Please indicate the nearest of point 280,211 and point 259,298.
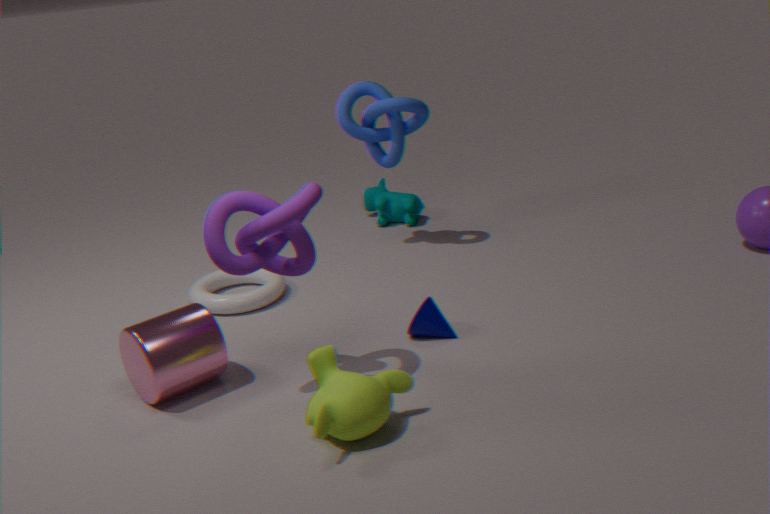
point 280,211
